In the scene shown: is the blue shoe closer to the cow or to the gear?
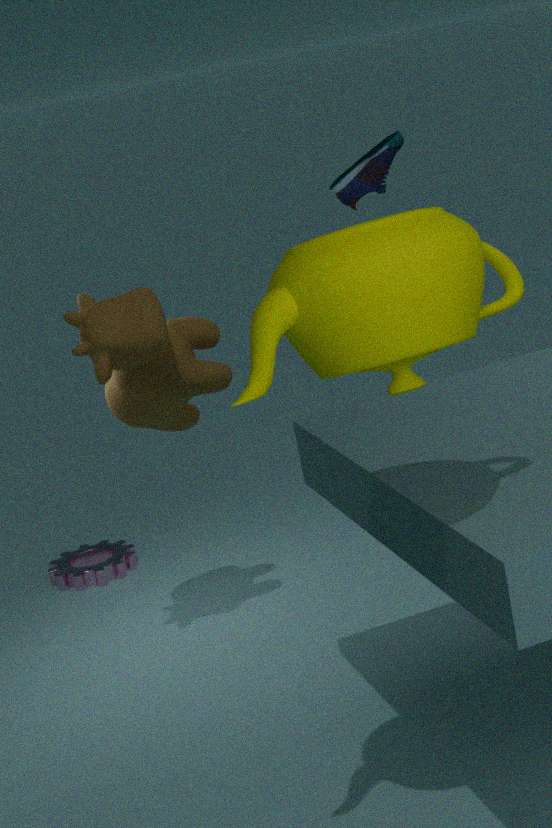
the cow
